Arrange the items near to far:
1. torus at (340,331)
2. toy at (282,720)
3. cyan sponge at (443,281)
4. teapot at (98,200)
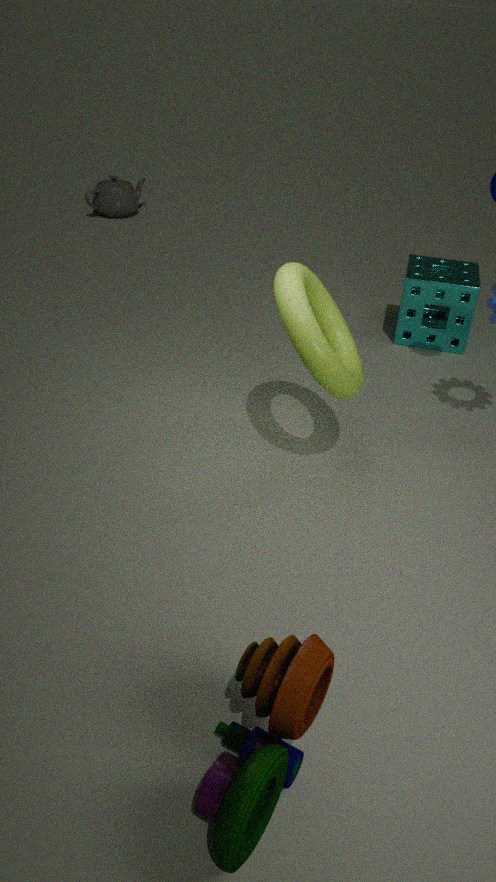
1. toy at (282,720)
2. torus at (340,331)
3. cyan sponge at (443,281)
4. teapot at (98,200)
